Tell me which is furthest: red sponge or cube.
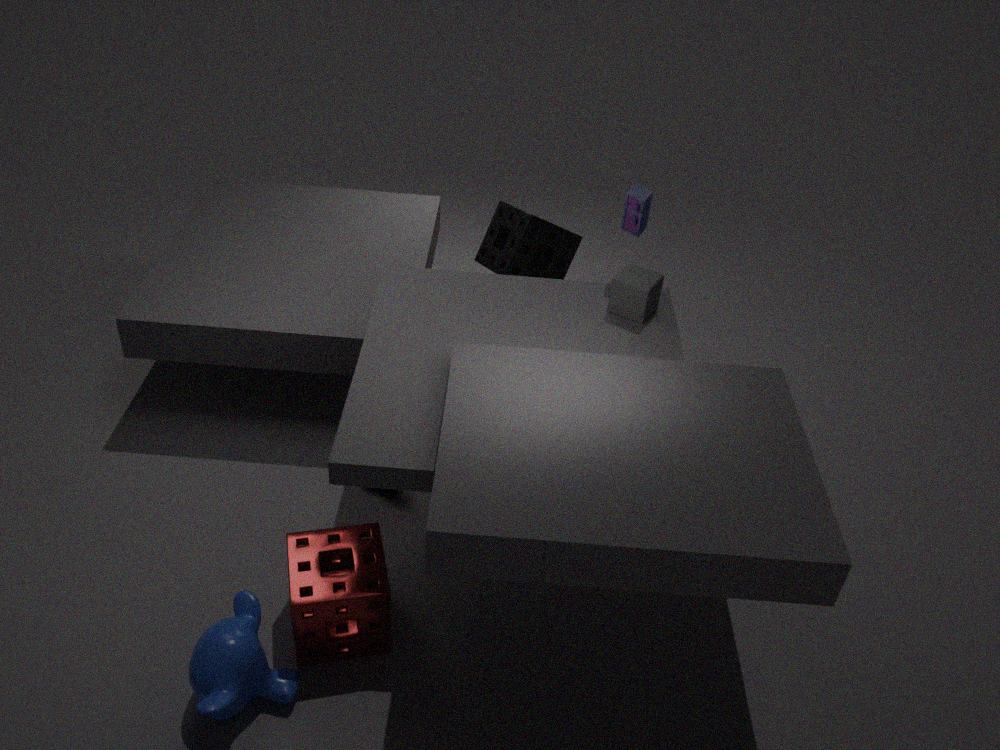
cube
